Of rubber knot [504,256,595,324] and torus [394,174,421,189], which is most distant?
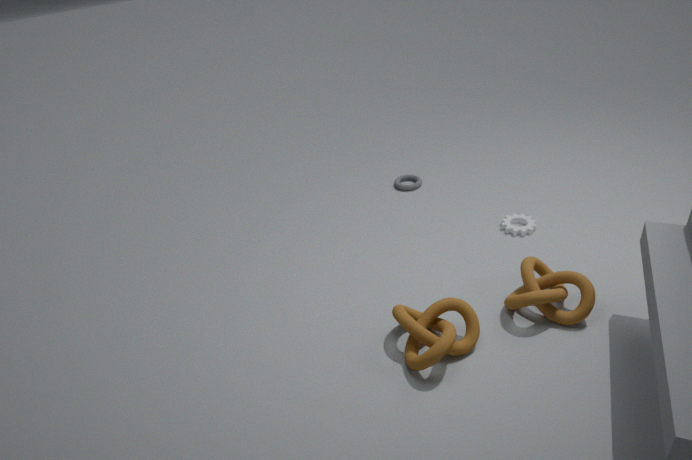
torus [394,174,421,189]
